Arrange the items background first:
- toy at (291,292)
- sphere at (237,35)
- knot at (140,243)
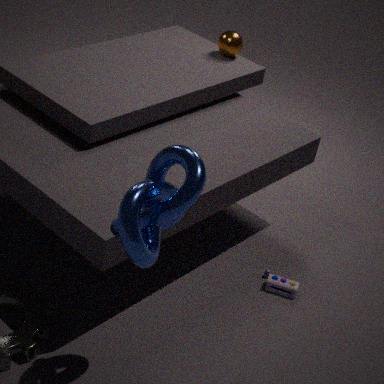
sphere at (237,35), toy at (291,292), knot at (140,243)
